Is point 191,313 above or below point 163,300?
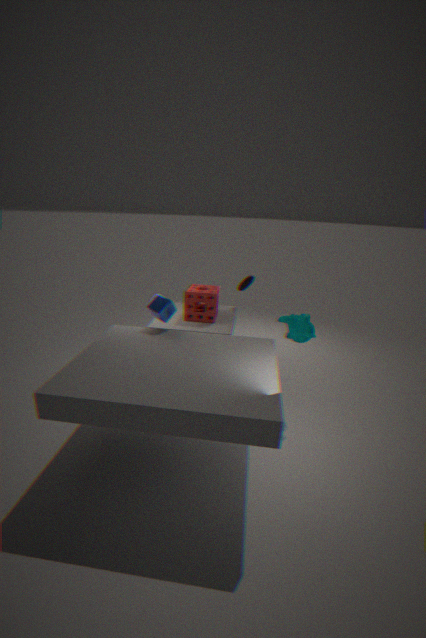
below
